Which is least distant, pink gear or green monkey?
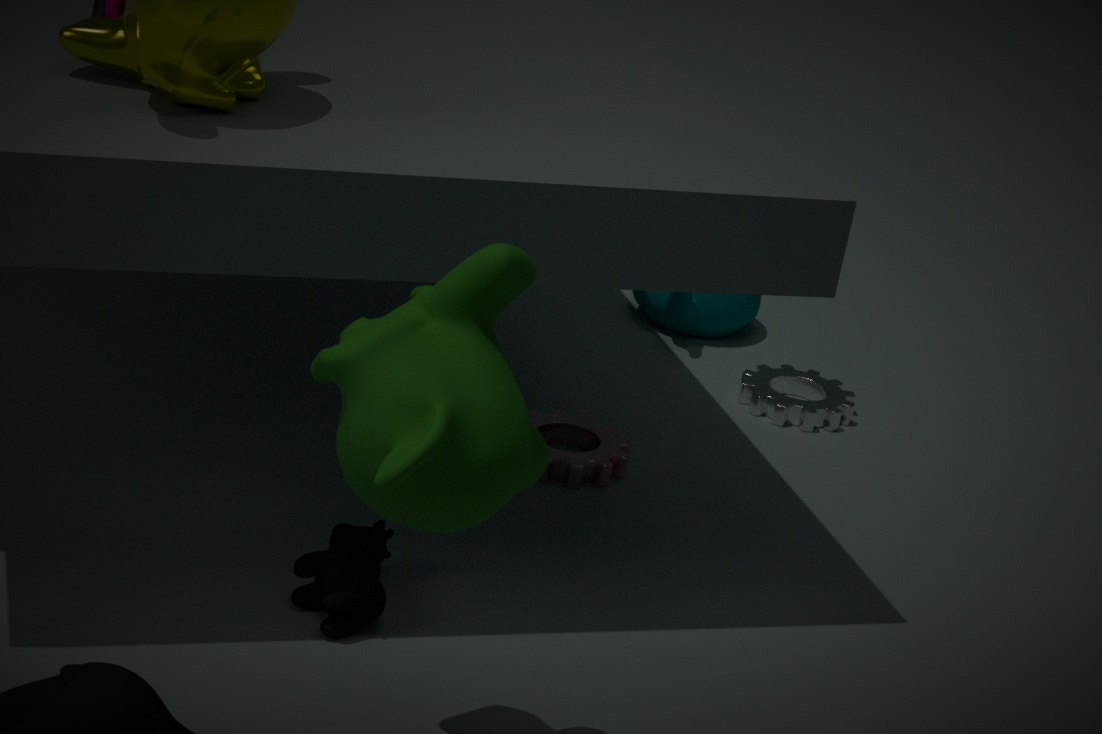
green monkey
